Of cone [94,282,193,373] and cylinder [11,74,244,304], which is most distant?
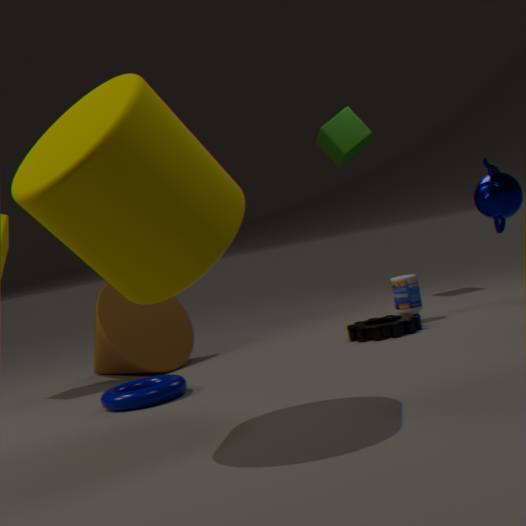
cone [94,282,193,373]
